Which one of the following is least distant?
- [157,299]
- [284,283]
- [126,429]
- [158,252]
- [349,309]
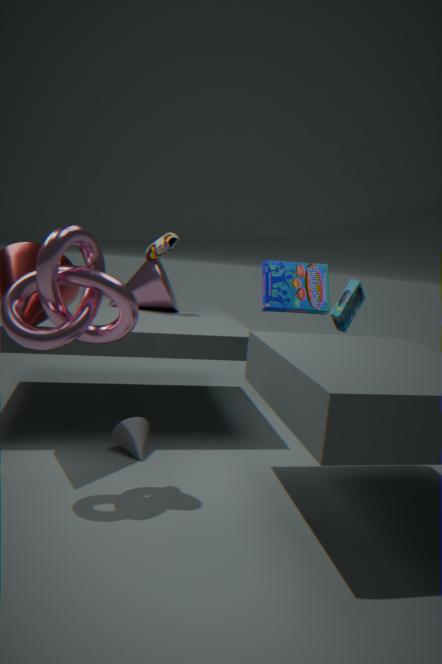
[126,429]
